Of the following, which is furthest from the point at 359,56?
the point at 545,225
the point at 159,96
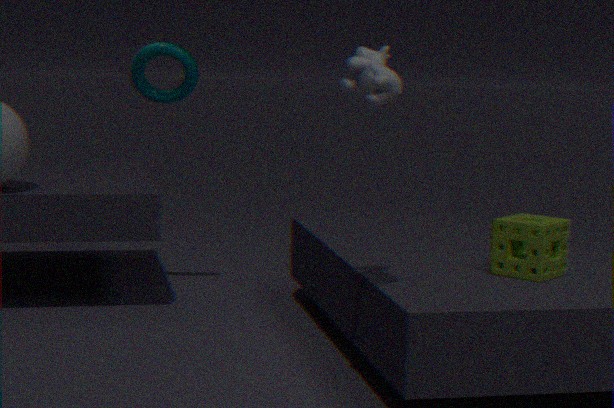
the point at 159,96
